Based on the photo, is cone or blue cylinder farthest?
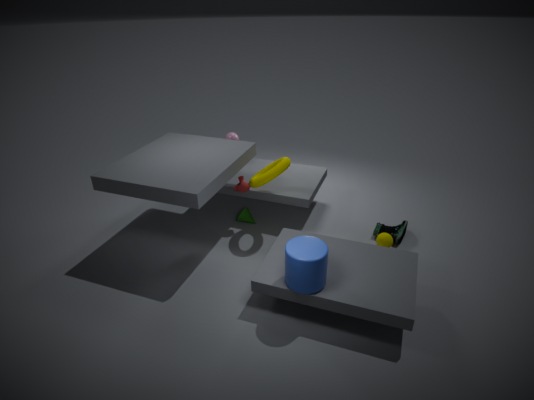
cone
